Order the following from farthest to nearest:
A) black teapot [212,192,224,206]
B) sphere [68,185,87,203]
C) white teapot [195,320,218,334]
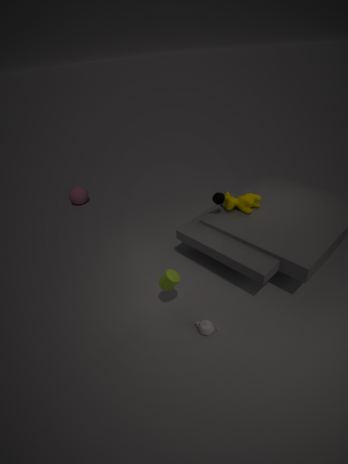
sphere [68,185,87,203]
black teapot [212,192,224,206]
white teapot [195,320,218,334]
